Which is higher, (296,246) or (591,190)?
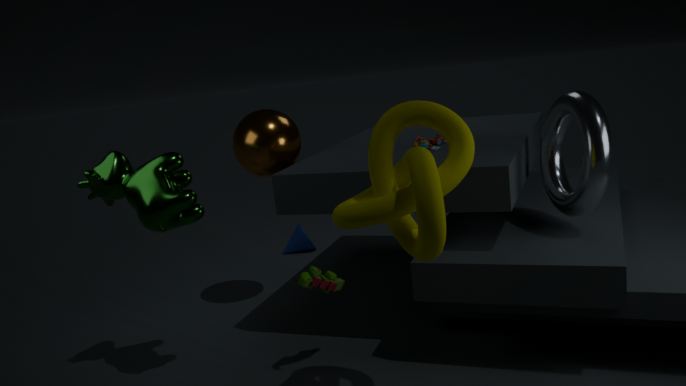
(591,190)
